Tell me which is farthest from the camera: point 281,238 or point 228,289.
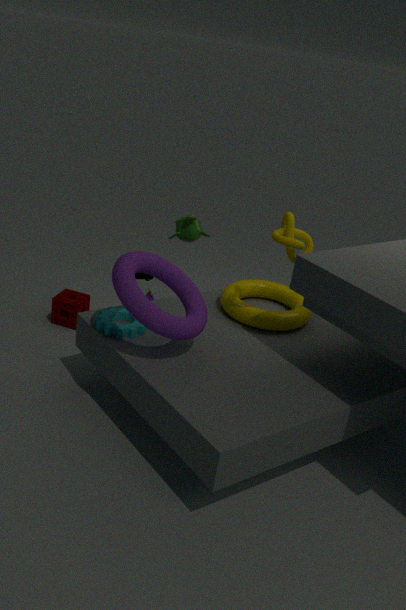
point 228,289
